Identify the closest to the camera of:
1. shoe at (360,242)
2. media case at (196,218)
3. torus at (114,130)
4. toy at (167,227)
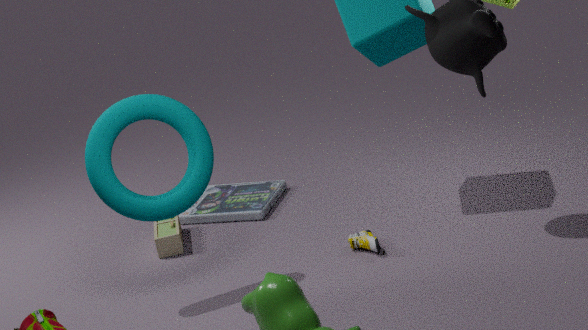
torus at (114,130)
